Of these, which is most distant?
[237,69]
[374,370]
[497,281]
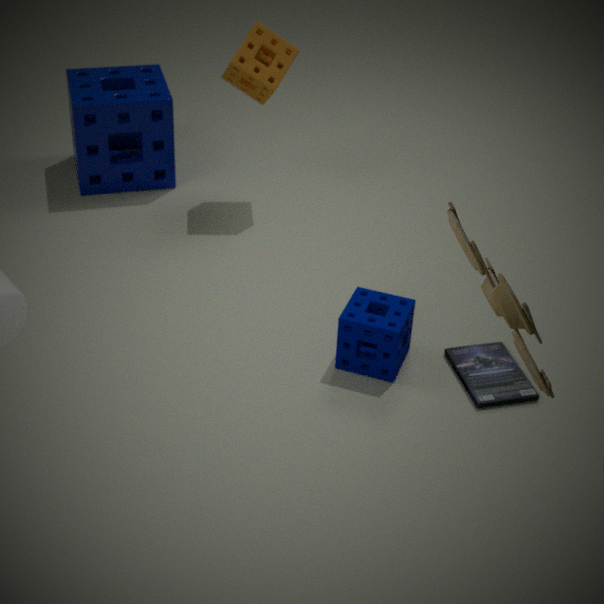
[237,69]
